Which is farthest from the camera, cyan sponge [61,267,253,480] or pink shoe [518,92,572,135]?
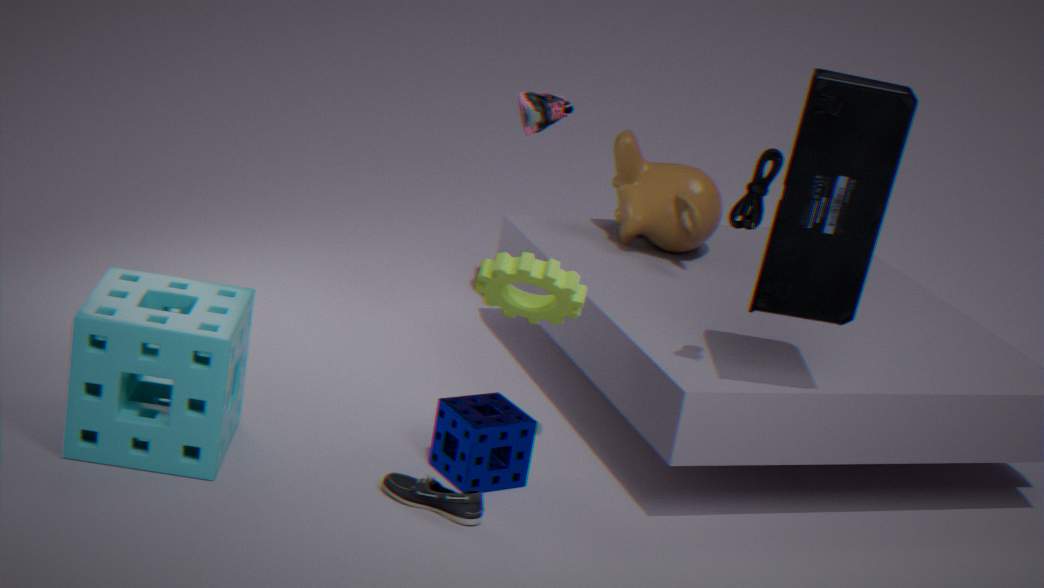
pink shoe [518,92,572,135]
